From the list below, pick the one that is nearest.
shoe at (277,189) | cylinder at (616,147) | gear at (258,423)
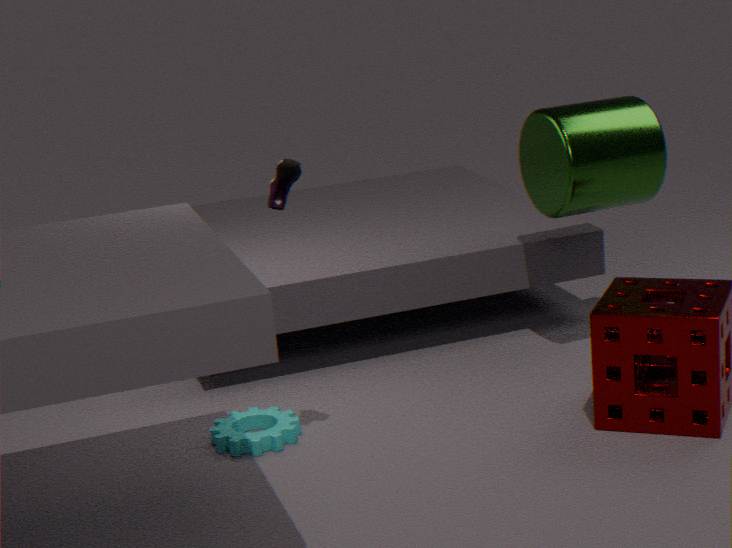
shoe at (277,189)
